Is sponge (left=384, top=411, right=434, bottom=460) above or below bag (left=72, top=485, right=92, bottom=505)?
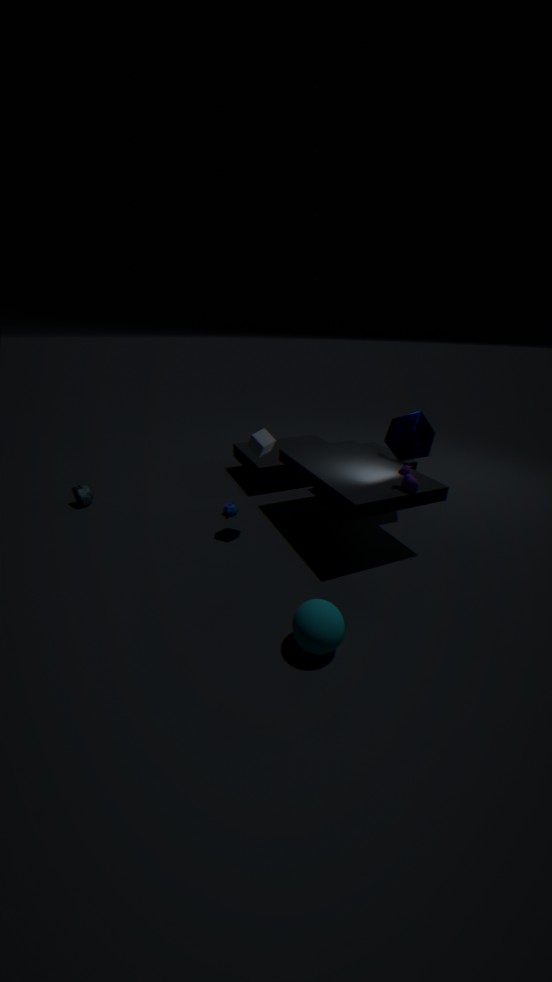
above
